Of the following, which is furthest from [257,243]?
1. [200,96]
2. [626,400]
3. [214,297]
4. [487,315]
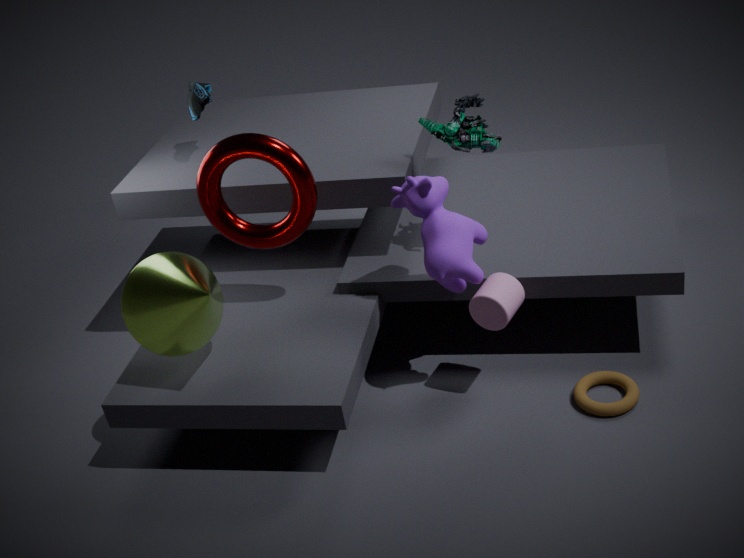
[626,400]
